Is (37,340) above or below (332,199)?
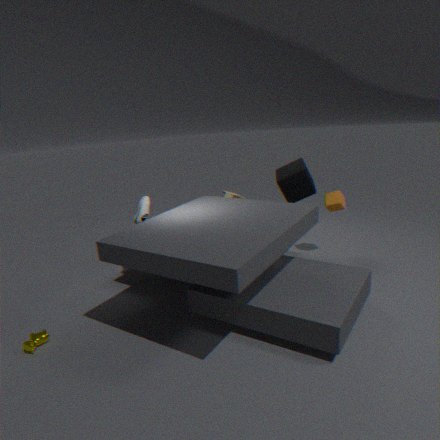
below
